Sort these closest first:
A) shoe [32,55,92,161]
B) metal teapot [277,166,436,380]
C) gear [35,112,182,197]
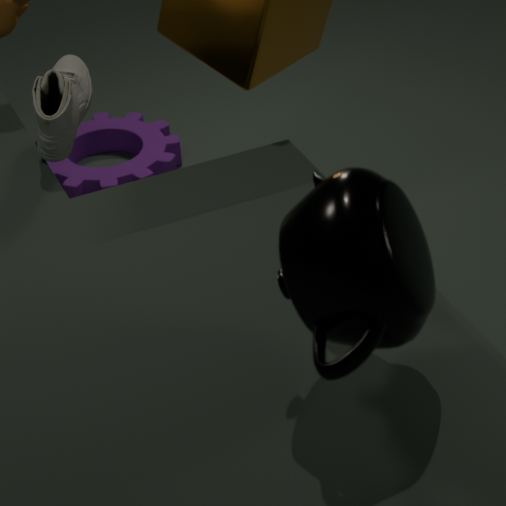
metal teapot [277,166,436,380]
shoe [32,55,92,161]
gear [35,112,182,197]
